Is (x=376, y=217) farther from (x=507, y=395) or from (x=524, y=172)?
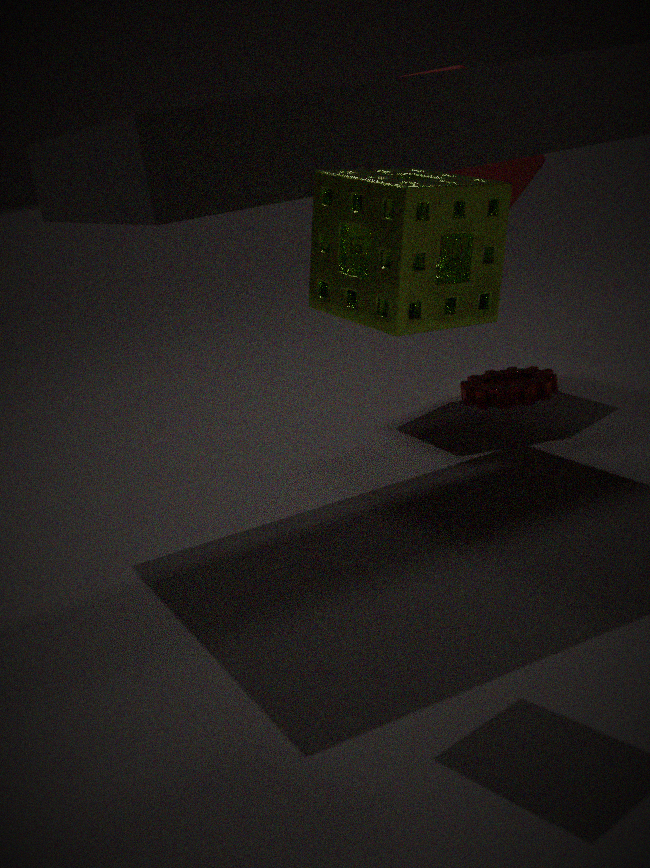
(x=507, y=395)
